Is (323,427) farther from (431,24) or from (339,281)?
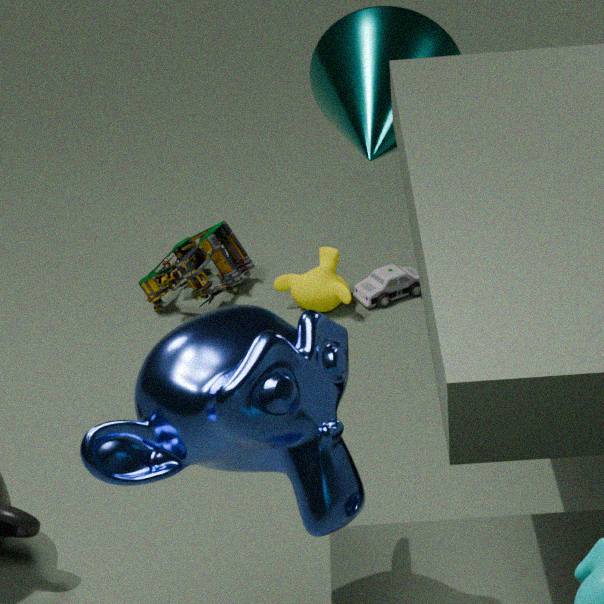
(339,281)
